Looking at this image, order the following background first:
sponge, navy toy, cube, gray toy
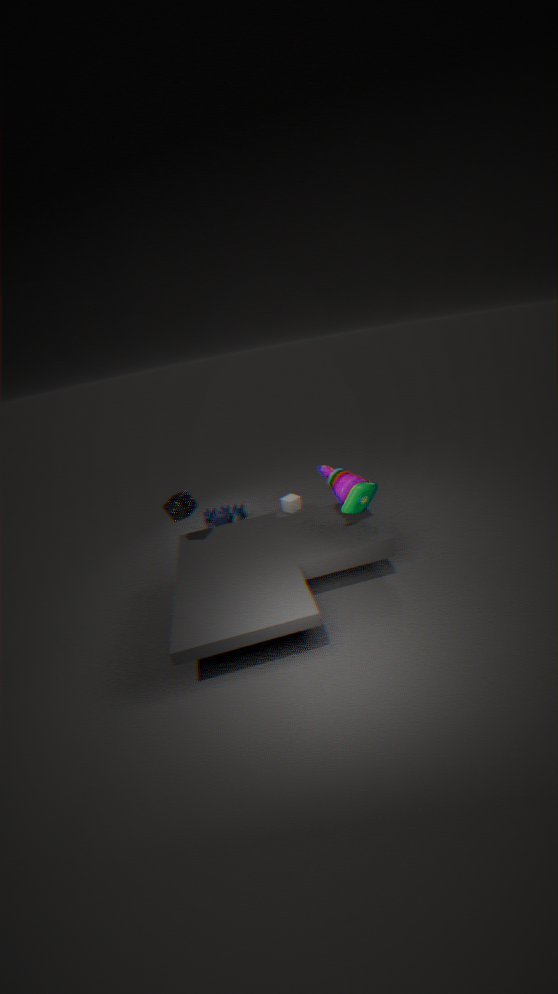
cube → navy toy → sponge → gray toy
